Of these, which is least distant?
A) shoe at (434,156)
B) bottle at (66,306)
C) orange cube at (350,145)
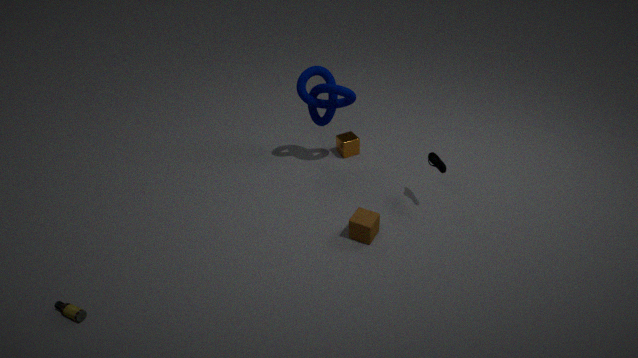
bottle at (66,306)
